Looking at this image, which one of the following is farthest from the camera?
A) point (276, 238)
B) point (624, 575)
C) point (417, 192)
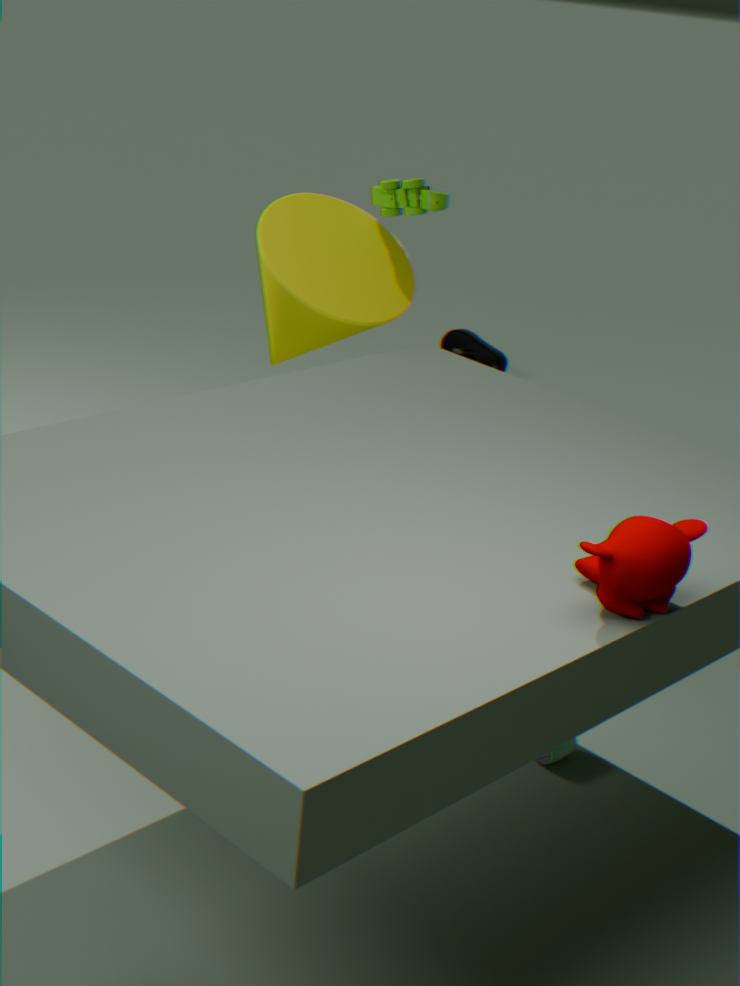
point (417, 192)
